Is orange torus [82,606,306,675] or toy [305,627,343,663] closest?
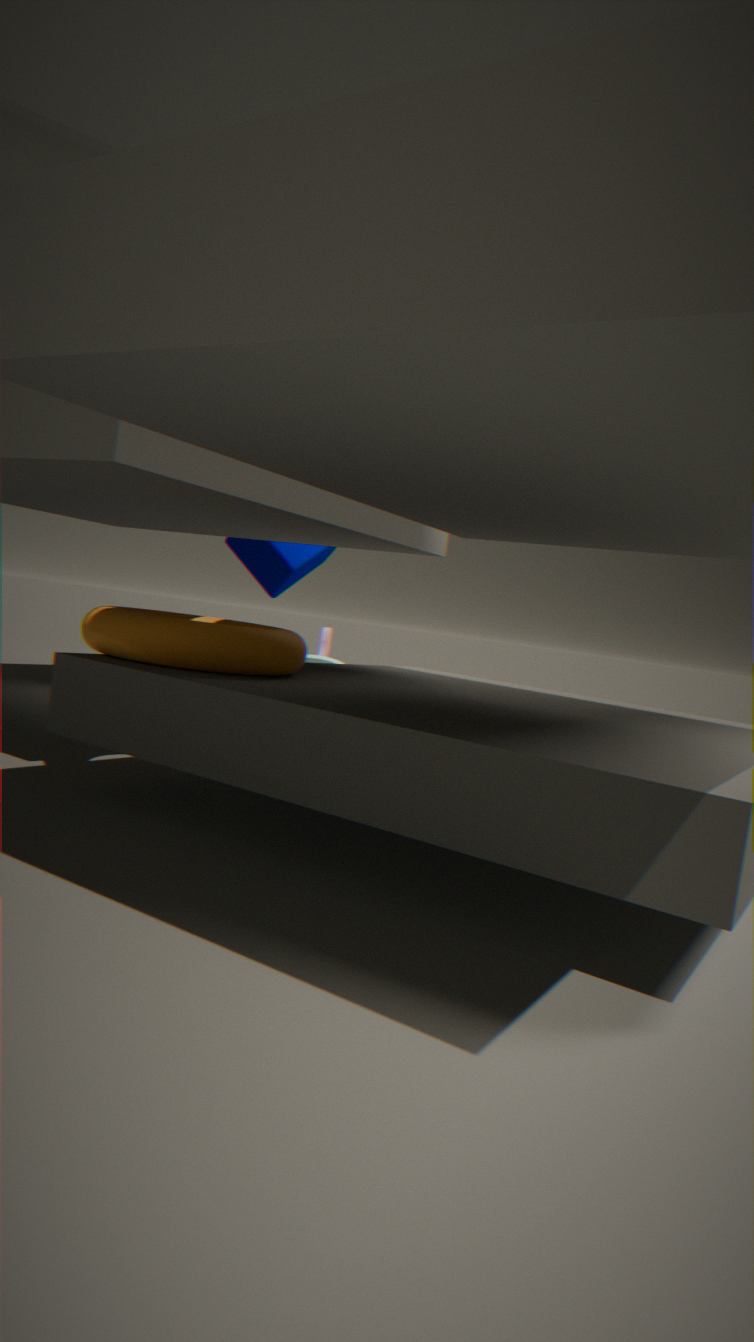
orange torus [82,606,306,675]
